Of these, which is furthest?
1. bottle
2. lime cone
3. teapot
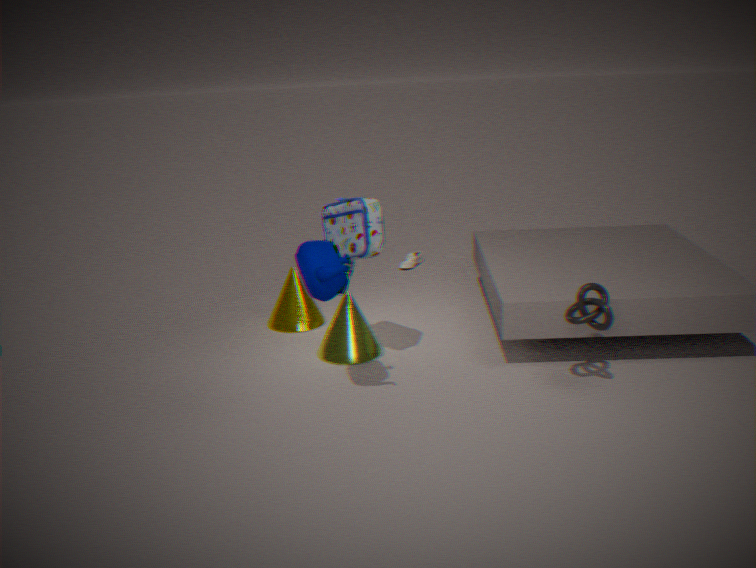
bottle
